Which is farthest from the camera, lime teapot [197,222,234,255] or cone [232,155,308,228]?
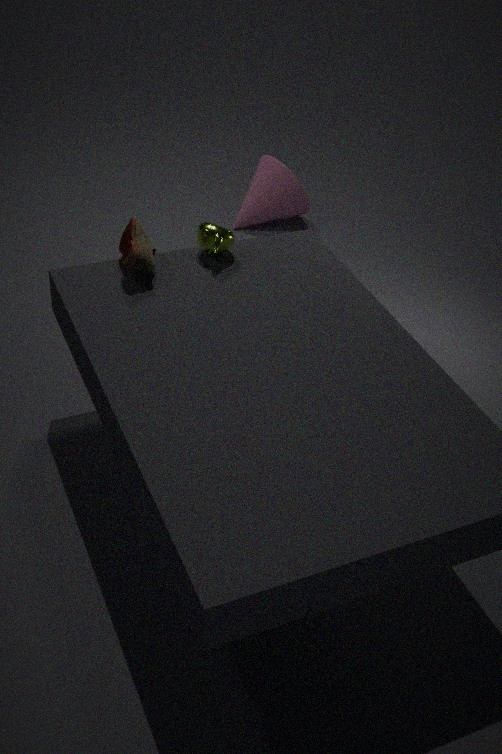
cone [232,155,308,228]
